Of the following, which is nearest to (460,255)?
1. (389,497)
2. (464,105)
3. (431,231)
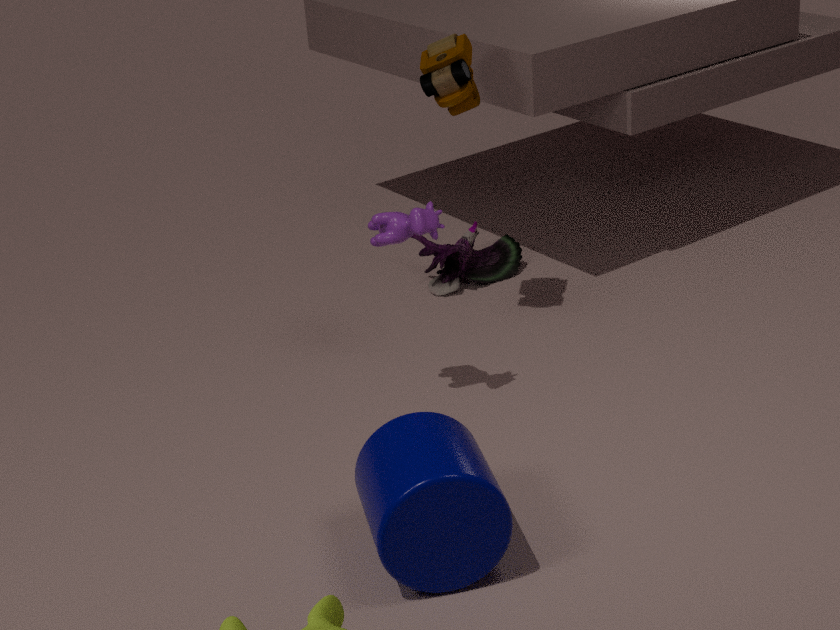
(464,105)
